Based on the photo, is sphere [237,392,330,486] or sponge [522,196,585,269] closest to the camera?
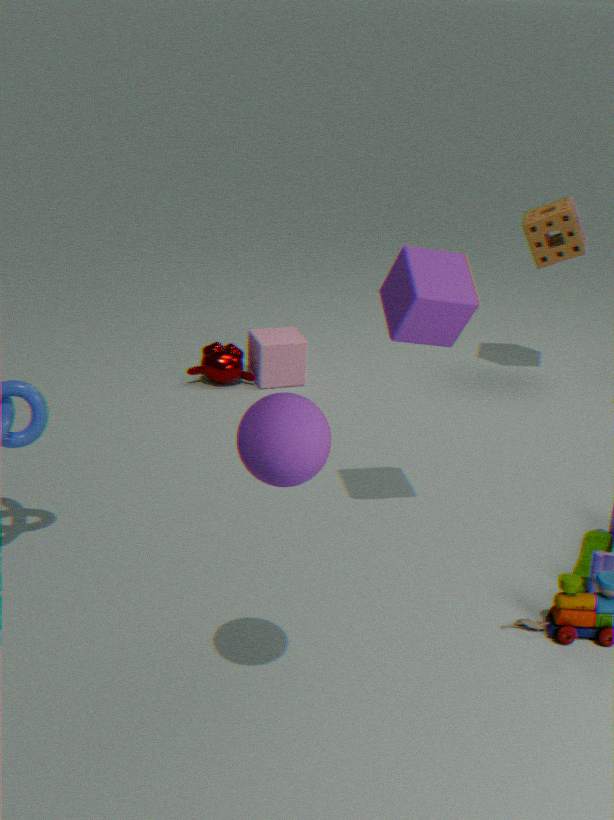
sphere [237,392,330,486]
